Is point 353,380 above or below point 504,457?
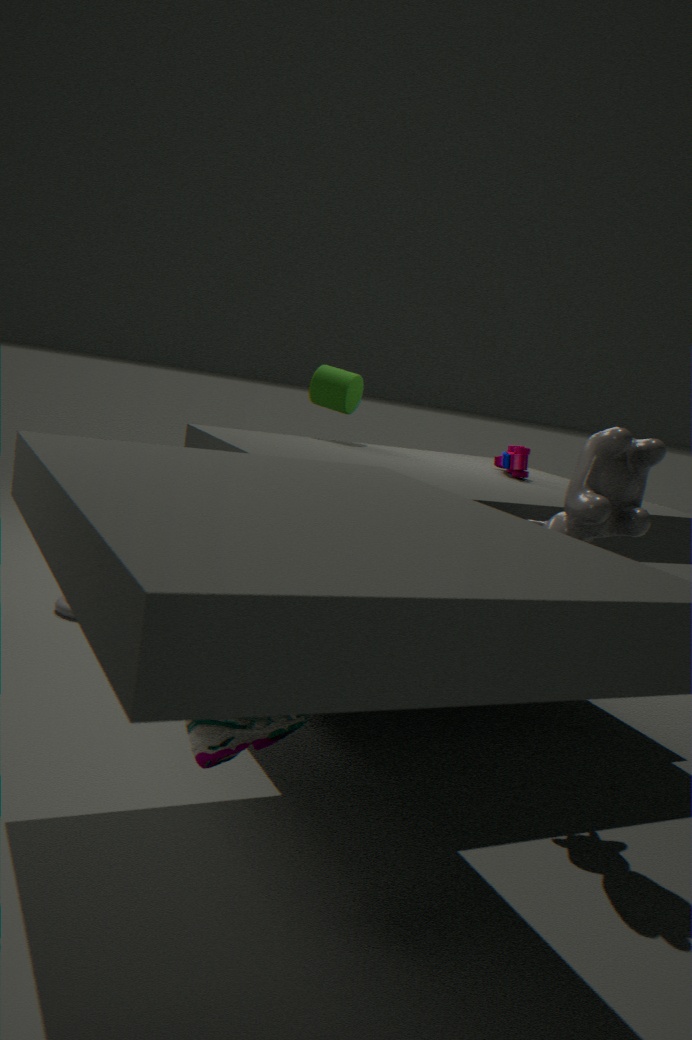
above
